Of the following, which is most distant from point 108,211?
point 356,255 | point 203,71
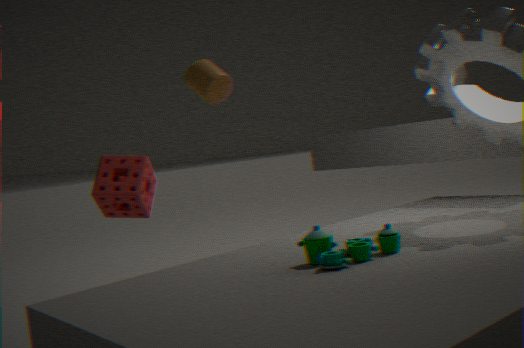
point 356,255
